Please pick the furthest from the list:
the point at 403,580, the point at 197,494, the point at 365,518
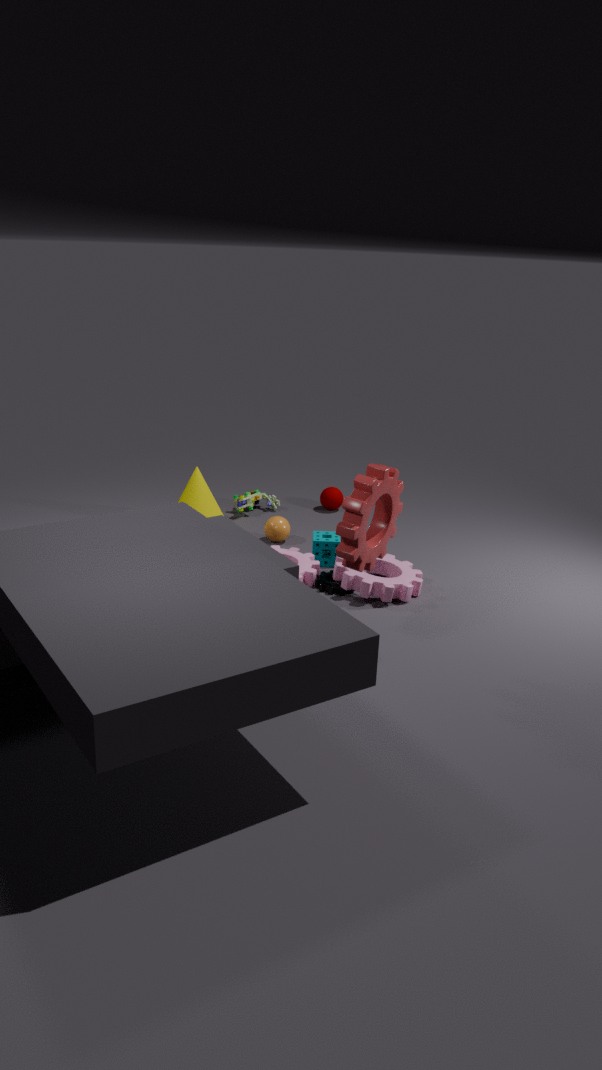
the point at 197,494
